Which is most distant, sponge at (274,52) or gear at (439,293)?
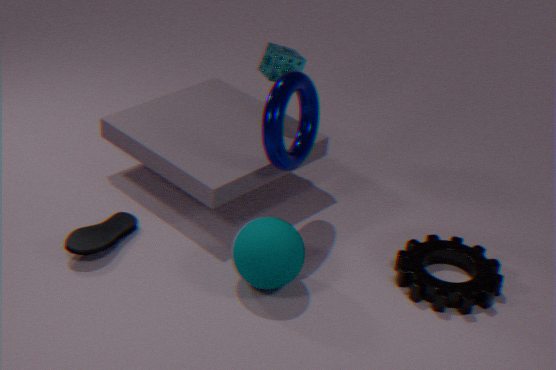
sponge at (274,52)
